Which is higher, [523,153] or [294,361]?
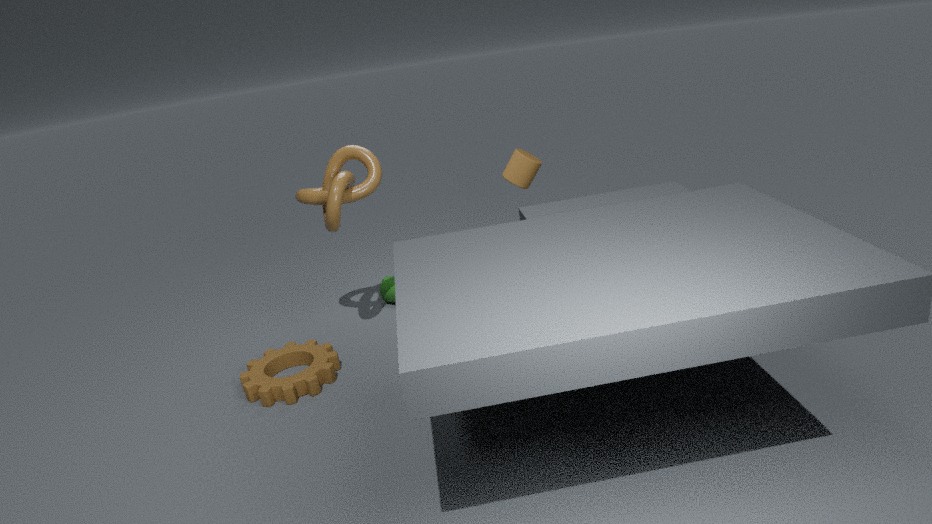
[523,153]
